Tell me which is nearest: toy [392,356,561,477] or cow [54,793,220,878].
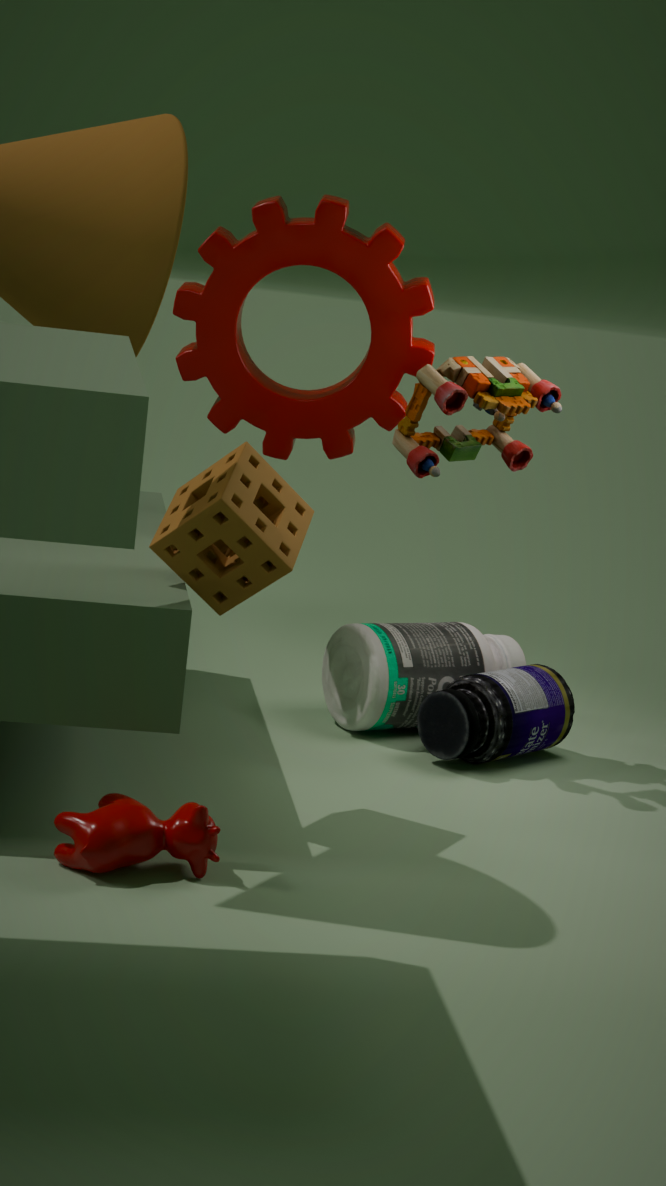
cow [54,793,220,878]
